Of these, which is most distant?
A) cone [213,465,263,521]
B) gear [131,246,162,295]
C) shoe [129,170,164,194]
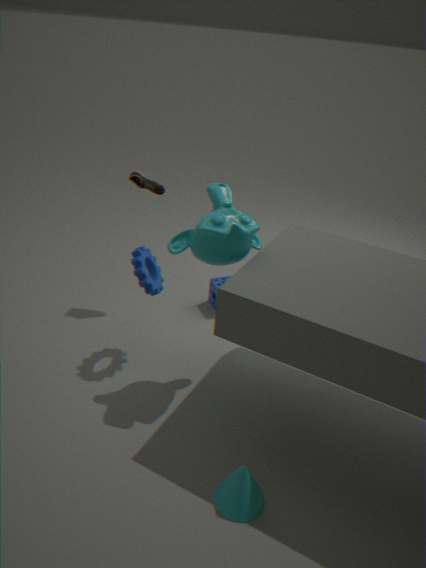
shoe [129,170,164,194]
